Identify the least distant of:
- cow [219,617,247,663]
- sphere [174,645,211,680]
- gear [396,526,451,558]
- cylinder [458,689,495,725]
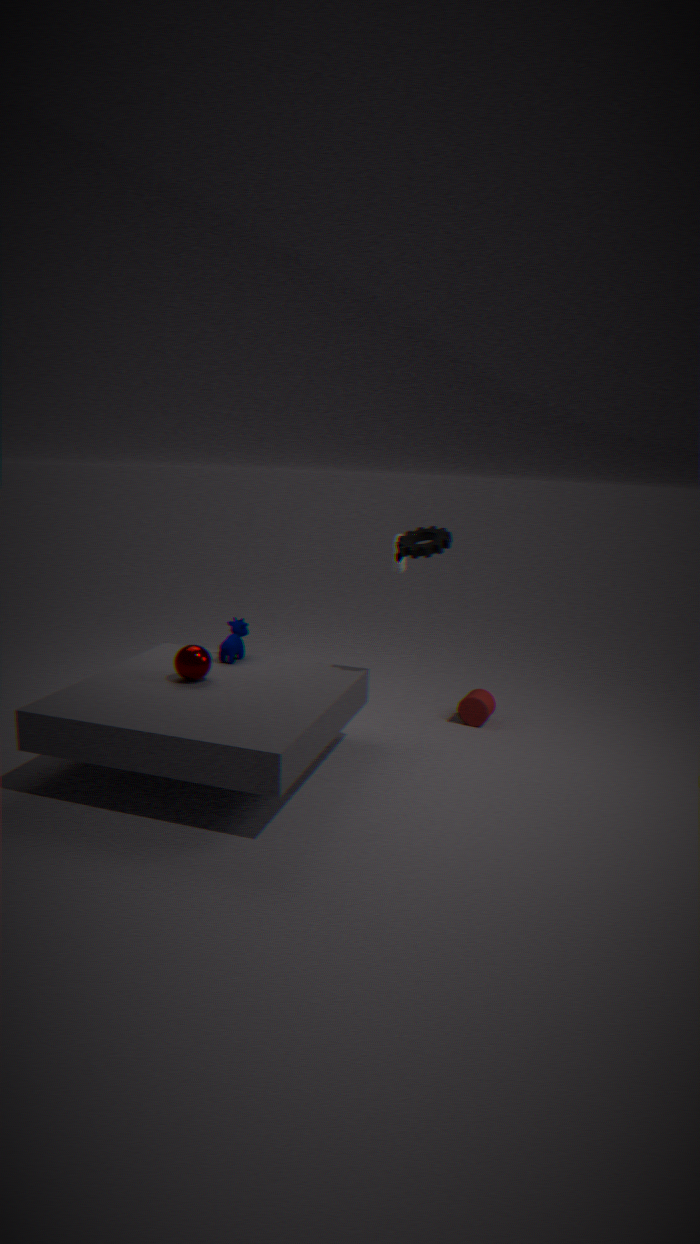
sphere [174,645,211,680]
